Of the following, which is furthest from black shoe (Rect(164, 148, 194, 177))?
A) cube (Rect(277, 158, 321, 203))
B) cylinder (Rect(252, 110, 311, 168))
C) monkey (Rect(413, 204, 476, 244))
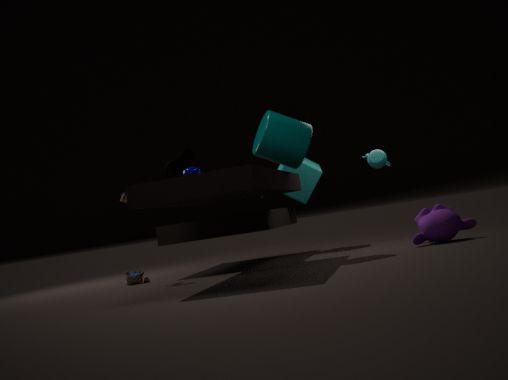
monkey (Rect(413, 204, 476, 244))
